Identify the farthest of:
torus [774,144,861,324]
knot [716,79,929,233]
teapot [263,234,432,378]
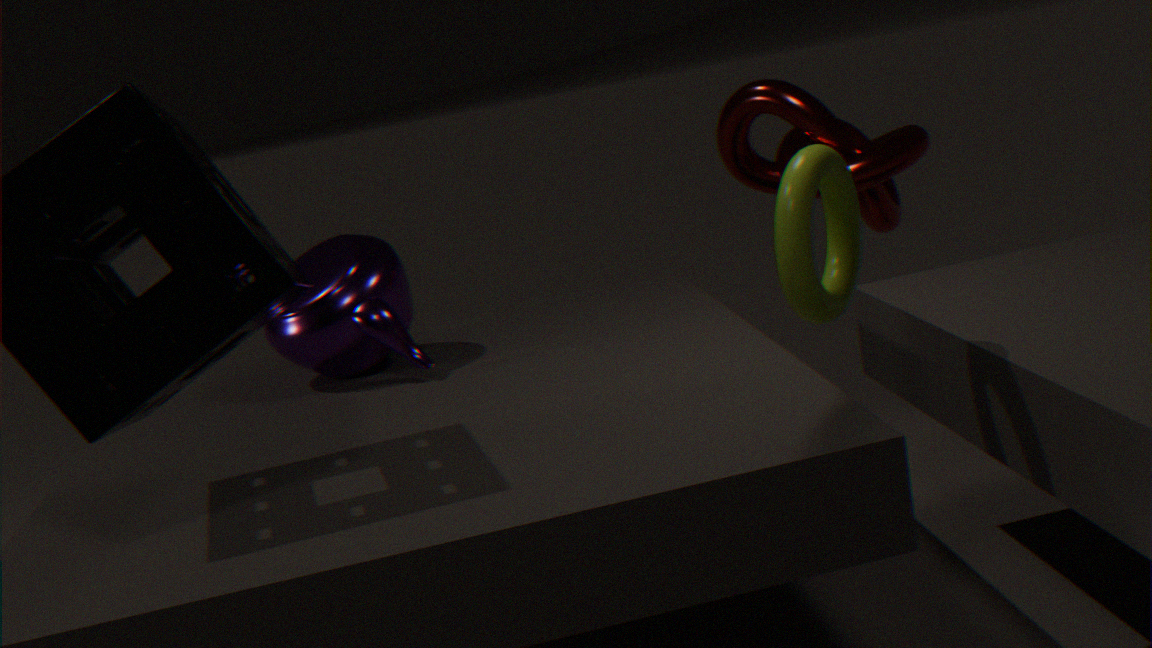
knot [716,79,929,233]
